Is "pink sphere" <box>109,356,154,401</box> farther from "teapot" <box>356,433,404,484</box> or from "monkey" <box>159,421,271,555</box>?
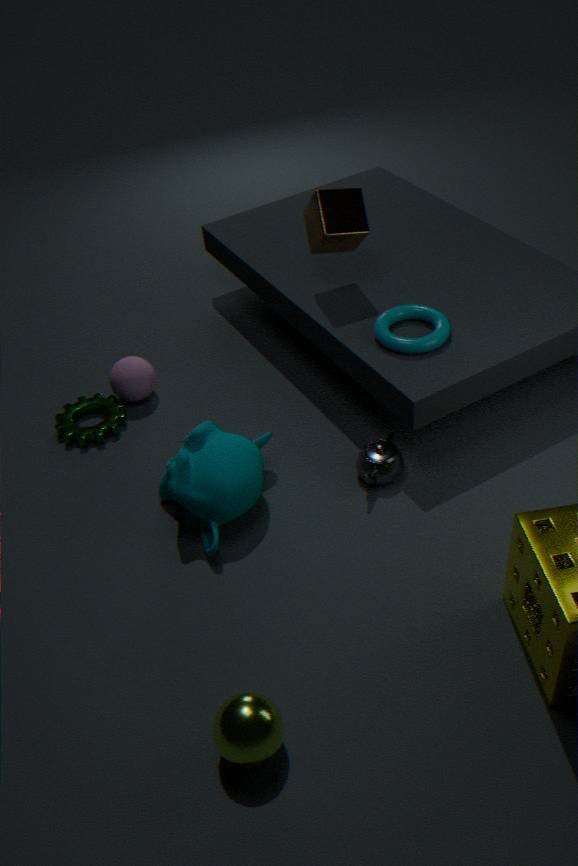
"teapot" <box>356,433,404,484</box>
